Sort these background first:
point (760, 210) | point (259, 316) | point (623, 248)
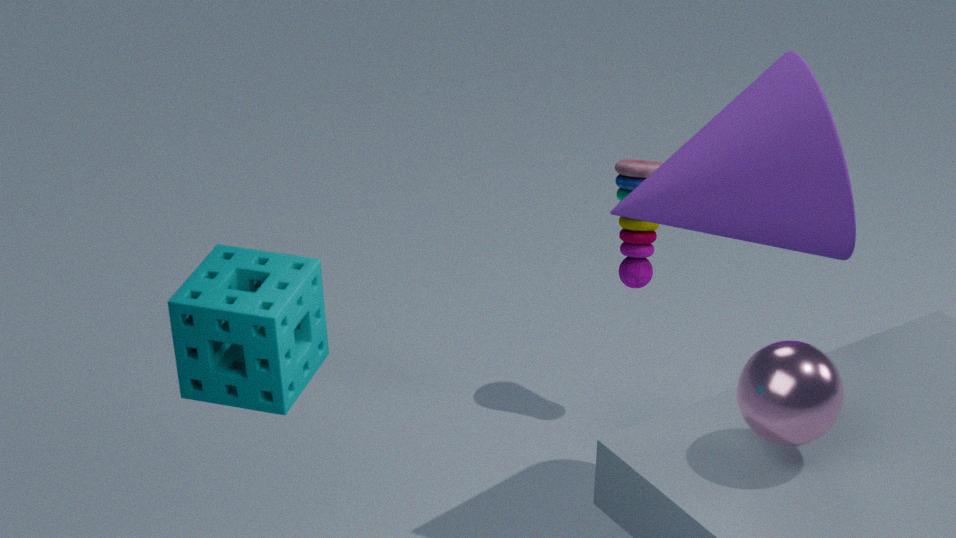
point (623, 248), point (760, 210), point (259, 316)
